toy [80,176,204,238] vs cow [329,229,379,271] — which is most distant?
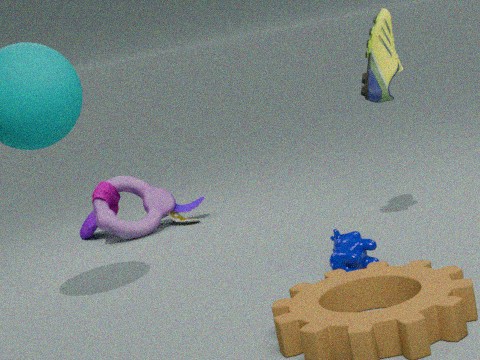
toy [80,176,204,238]
